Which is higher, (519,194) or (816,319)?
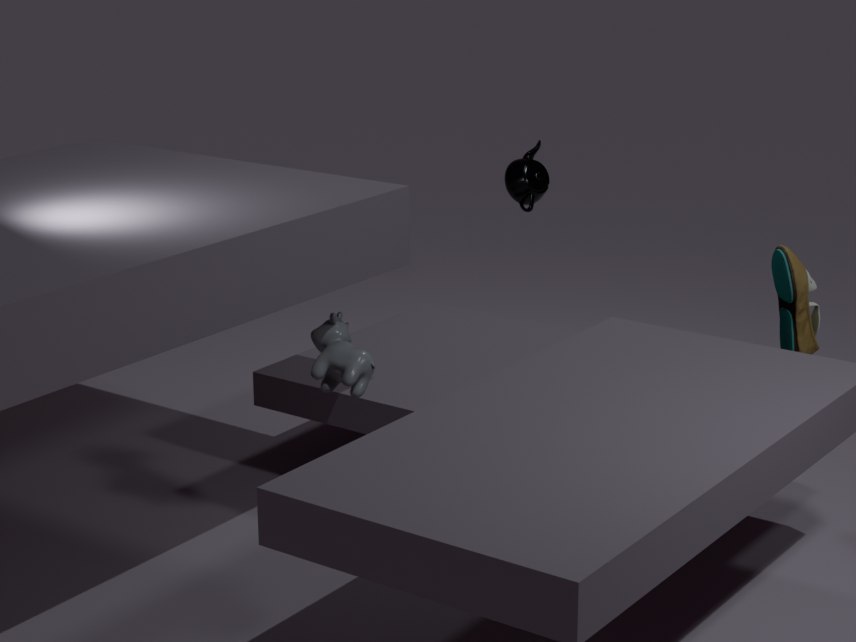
(519,194)
